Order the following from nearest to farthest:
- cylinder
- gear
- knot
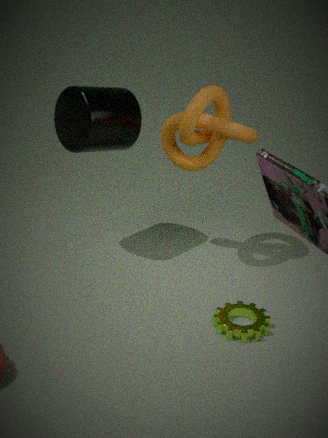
gear < knot < cylinder
